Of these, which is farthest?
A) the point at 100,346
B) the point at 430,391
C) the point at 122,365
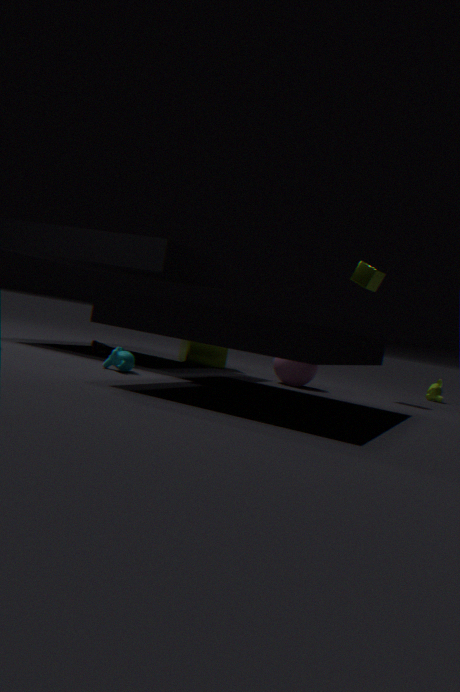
the point at 430,391
